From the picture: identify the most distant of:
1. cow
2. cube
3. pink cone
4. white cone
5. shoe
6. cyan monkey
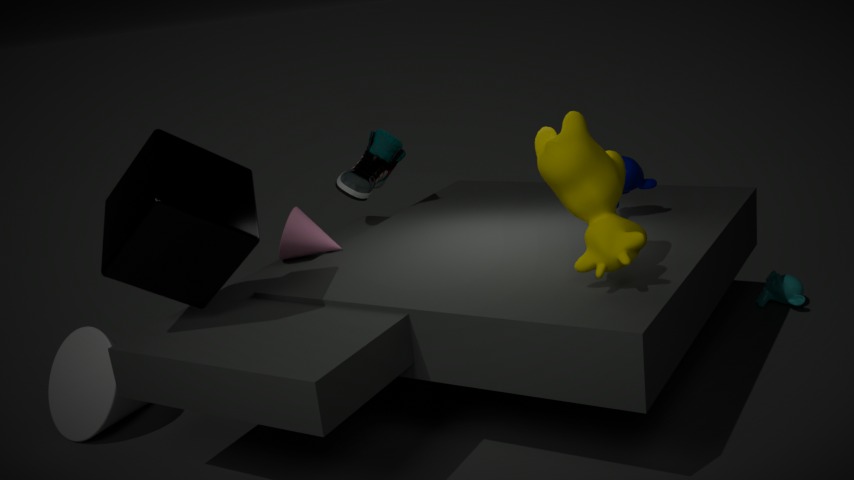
cyan monkey
